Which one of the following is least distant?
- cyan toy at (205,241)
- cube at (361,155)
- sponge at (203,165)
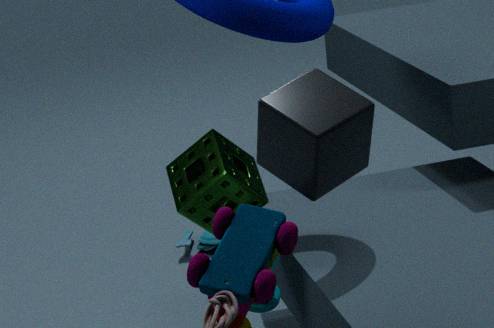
cube at (361,155)
